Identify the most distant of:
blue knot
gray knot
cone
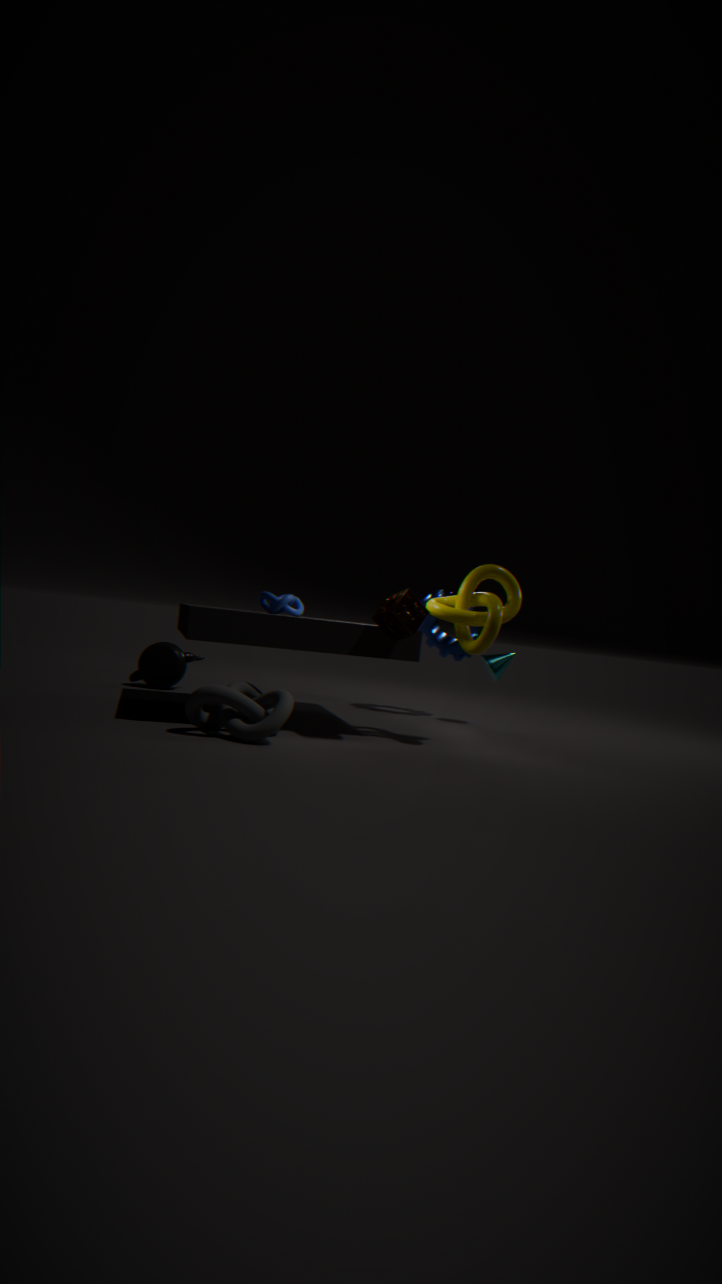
cone
